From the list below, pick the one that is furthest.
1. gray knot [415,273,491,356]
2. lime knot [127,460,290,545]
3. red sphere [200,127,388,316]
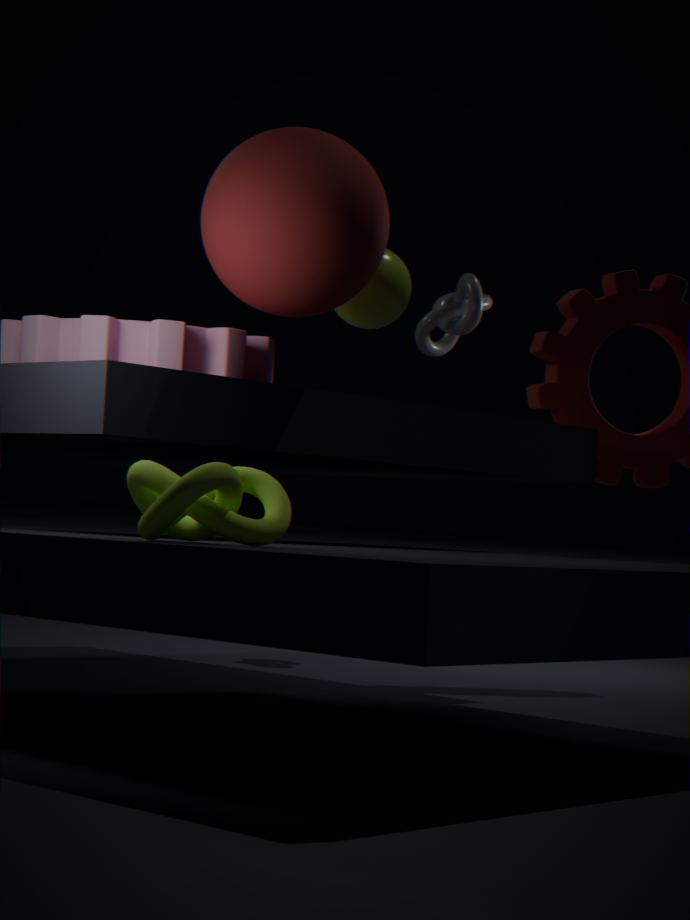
gray knot [415,273,491,356]
